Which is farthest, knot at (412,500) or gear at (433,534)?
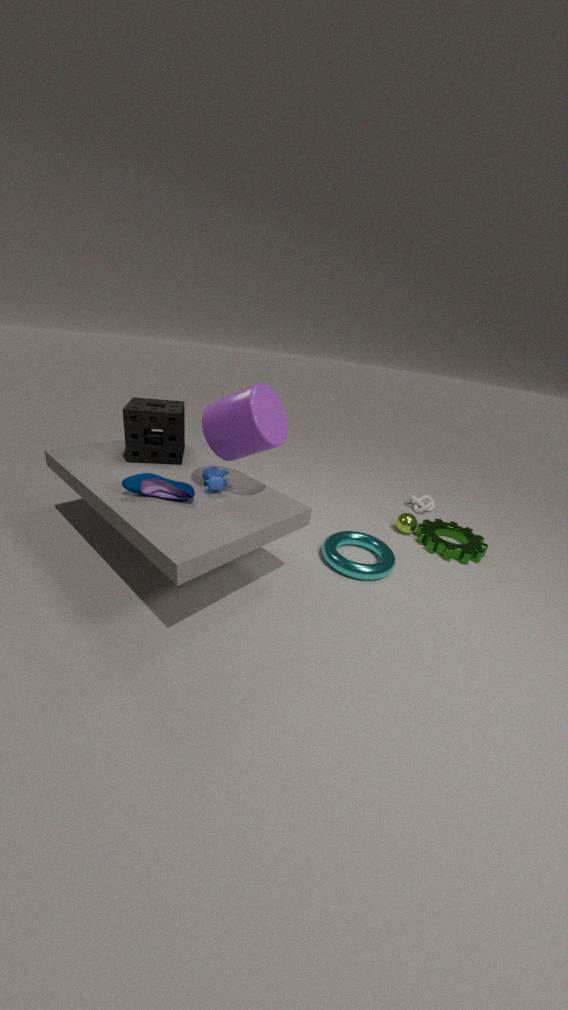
knot at (412,500)
